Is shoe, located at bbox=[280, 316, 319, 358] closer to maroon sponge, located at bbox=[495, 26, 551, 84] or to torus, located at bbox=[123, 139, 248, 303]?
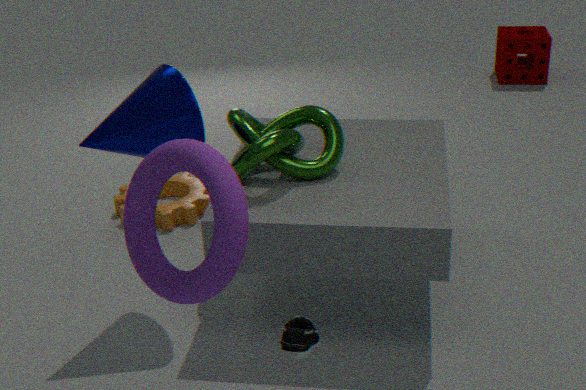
torus, located at bbox=[123, 139, 248, 303]
